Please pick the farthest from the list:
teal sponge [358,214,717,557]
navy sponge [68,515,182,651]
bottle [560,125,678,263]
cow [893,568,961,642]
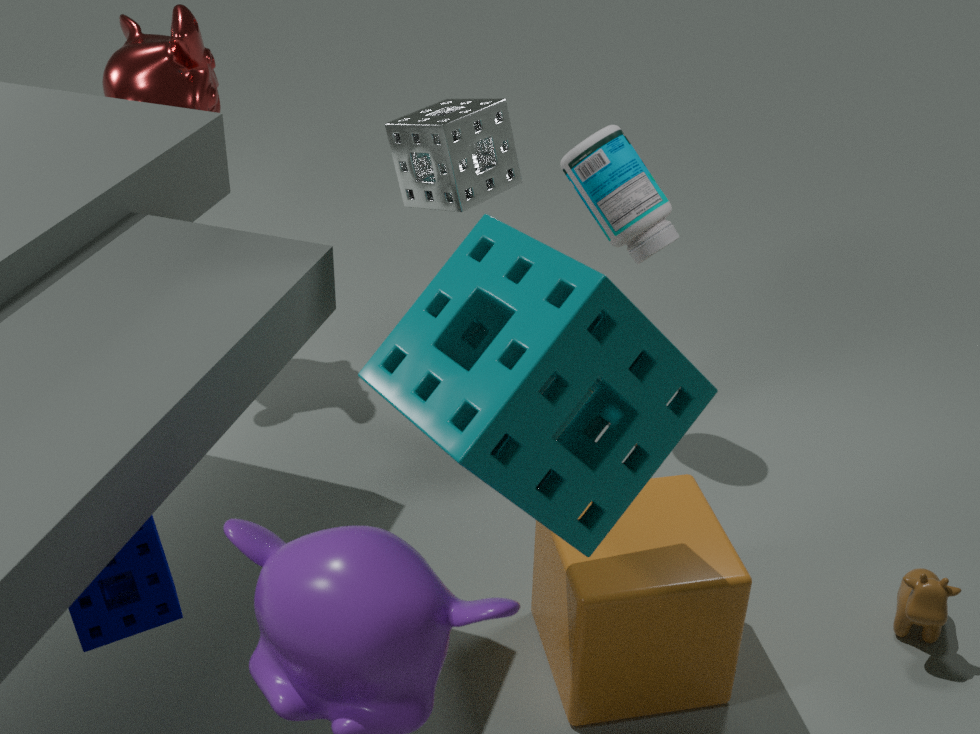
bottle [560,125,678,263]
